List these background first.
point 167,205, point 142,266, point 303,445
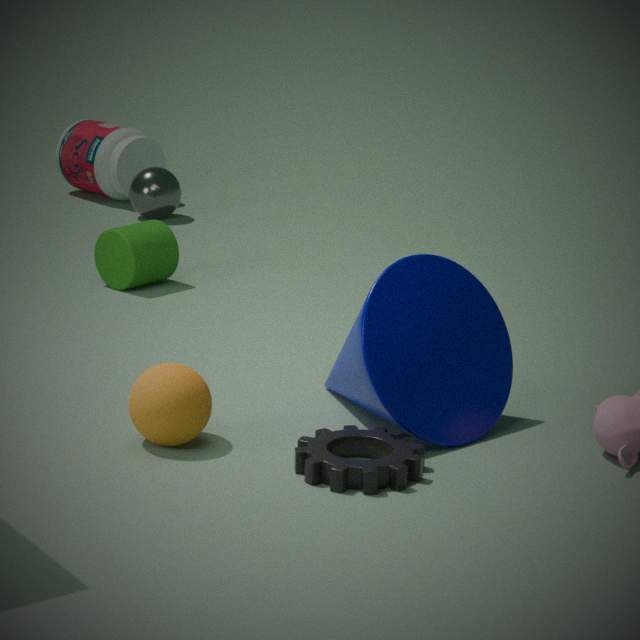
point 167,205 < point 142,266 < point 303,445
